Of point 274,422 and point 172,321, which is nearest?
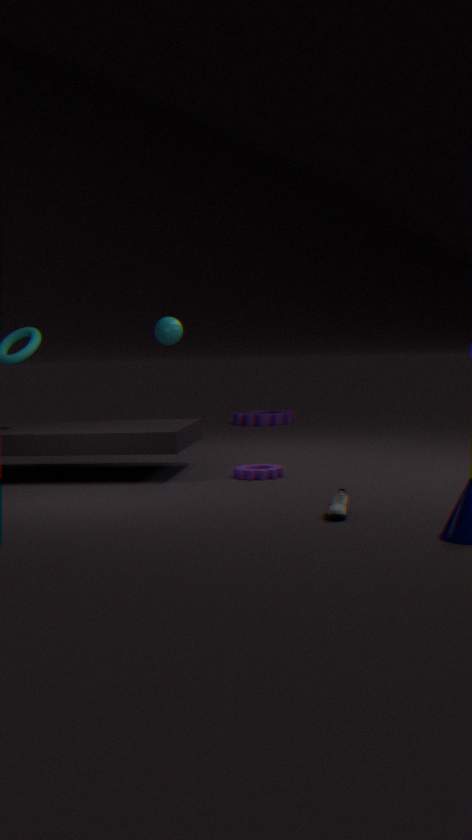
point 172,321
